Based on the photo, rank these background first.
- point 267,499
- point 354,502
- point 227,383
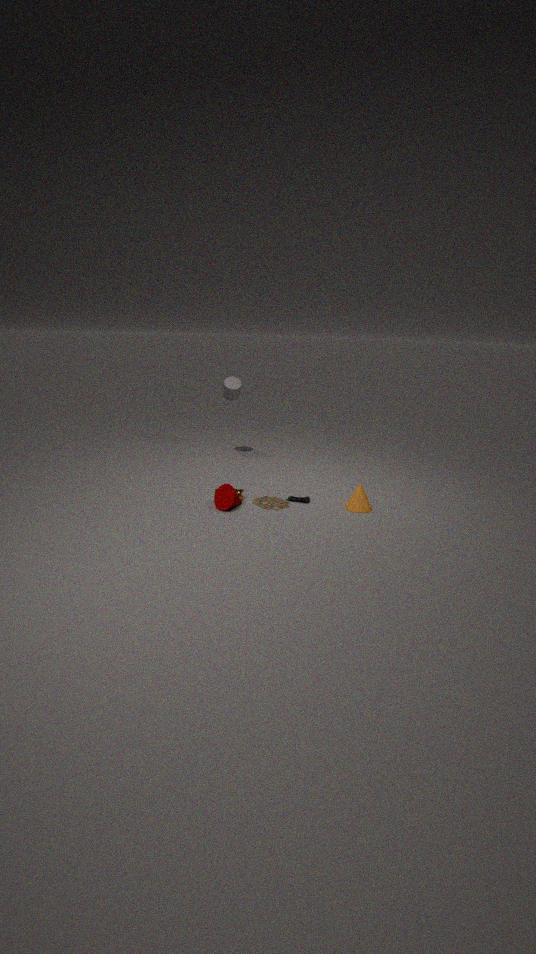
point 227,383 → point 267,499 → point 354,502
